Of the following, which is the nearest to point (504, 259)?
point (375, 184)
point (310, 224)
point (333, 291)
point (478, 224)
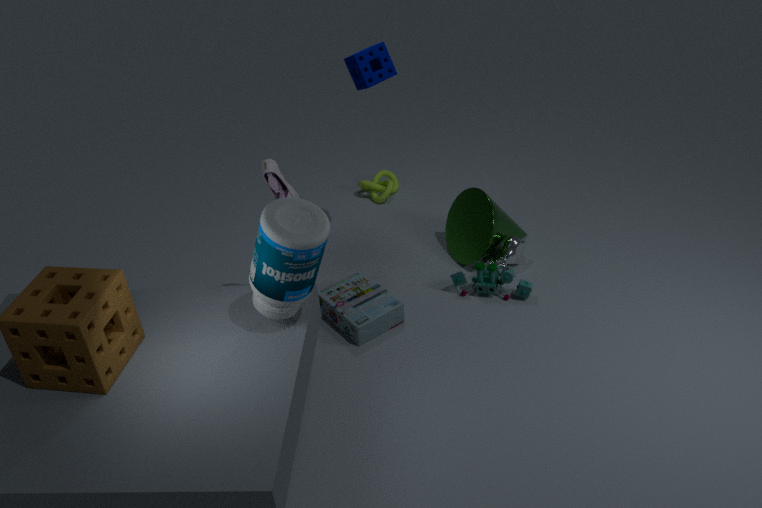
point (478, 224)
